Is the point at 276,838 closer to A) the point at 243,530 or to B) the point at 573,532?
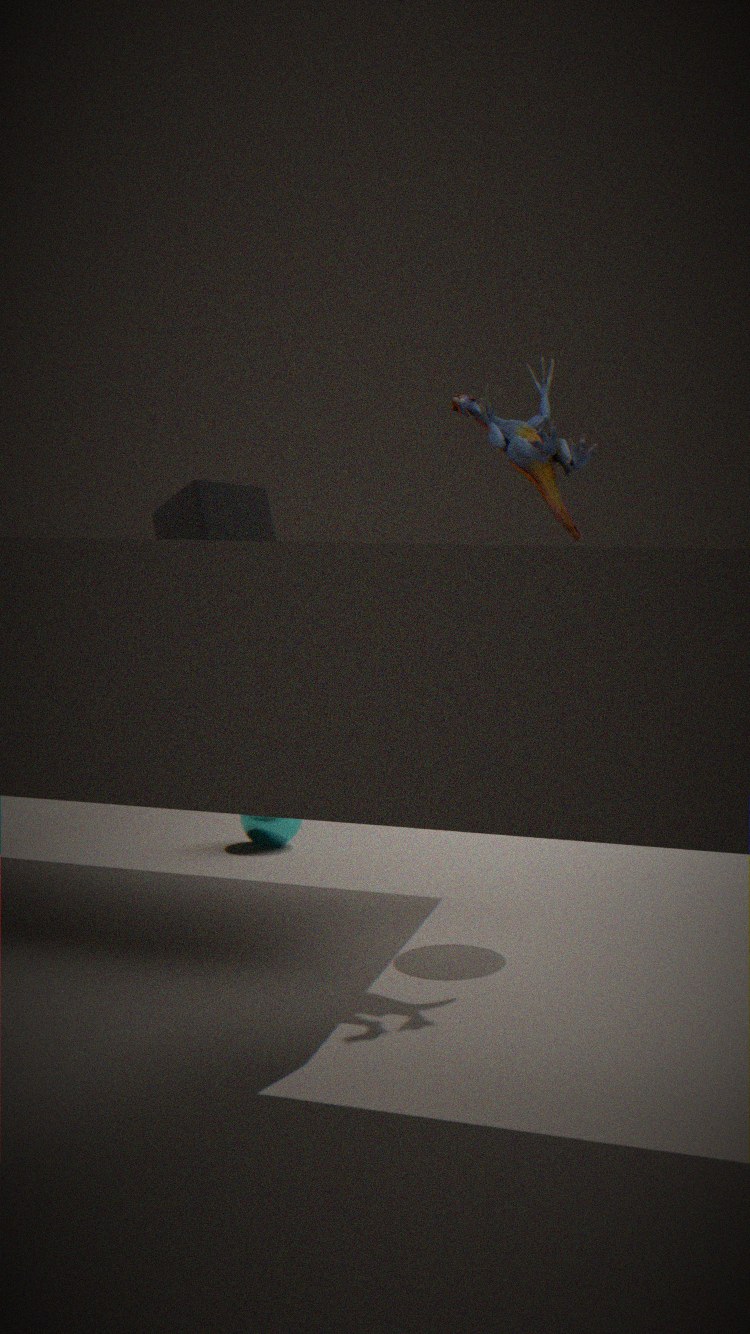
A) the point at 243,530
